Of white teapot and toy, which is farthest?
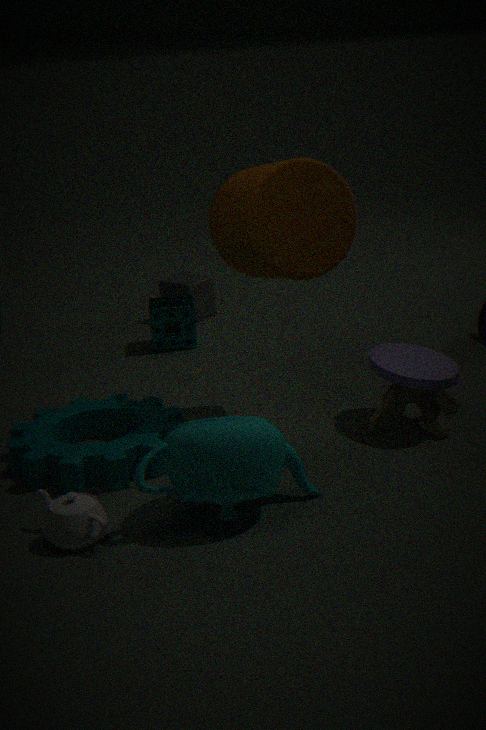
toy
